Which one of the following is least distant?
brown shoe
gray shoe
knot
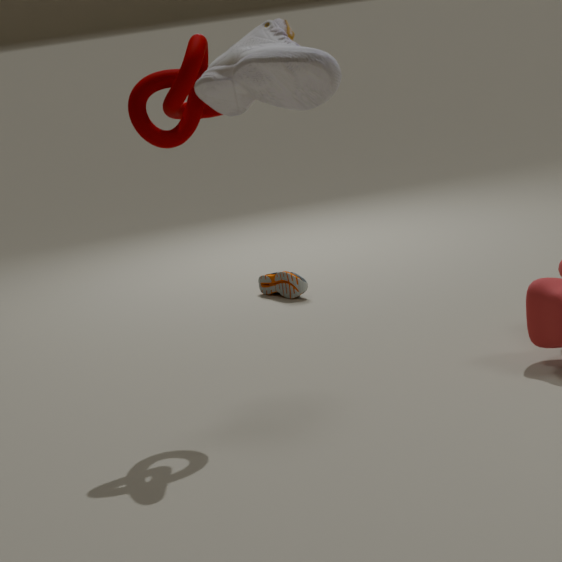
gray shoe
